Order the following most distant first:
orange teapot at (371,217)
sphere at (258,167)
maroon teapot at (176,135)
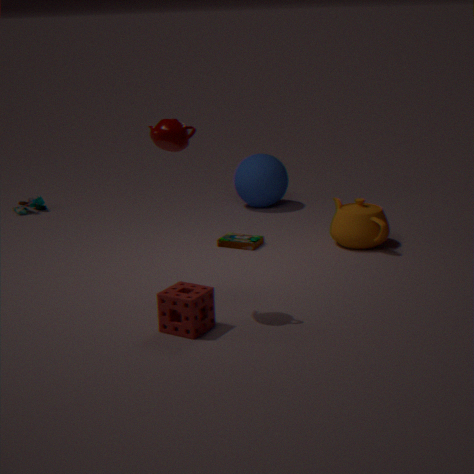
sphere at (258,167) → orange teapot at (371,217) → maroon teapot at (176,135)
